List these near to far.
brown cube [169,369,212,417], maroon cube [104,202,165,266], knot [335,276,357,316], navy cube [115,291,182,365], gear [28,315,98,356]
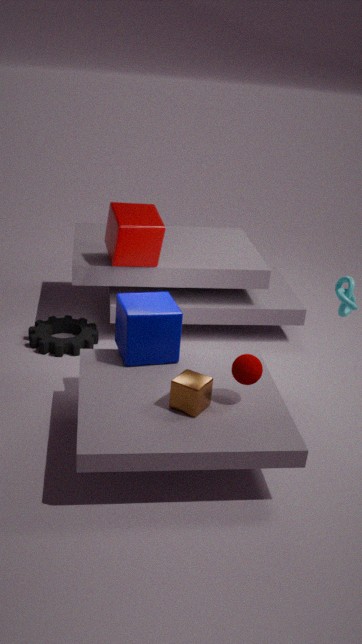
1. brown cube [169,369,212,417]
2. navy cube [115,291,182,365]
3. knot [335,276,357,316]
4. maroon cube [104,202,165,266]
5. gear [28,315,98,356]
